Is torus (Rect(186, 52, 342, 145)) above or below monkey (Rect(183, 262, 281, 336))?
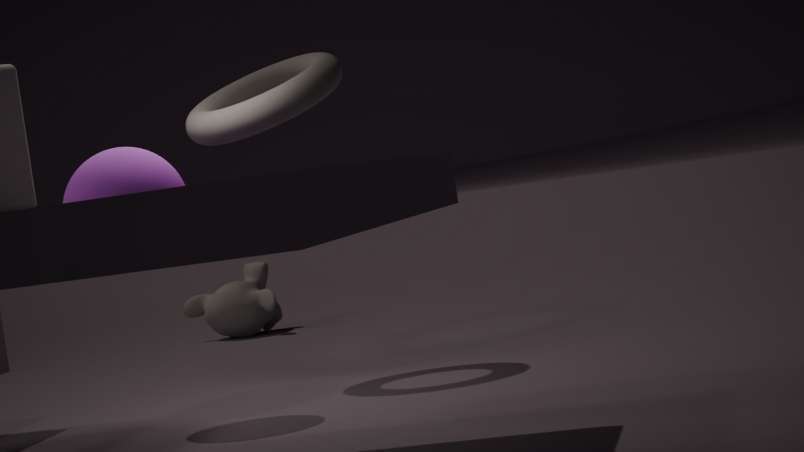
above
